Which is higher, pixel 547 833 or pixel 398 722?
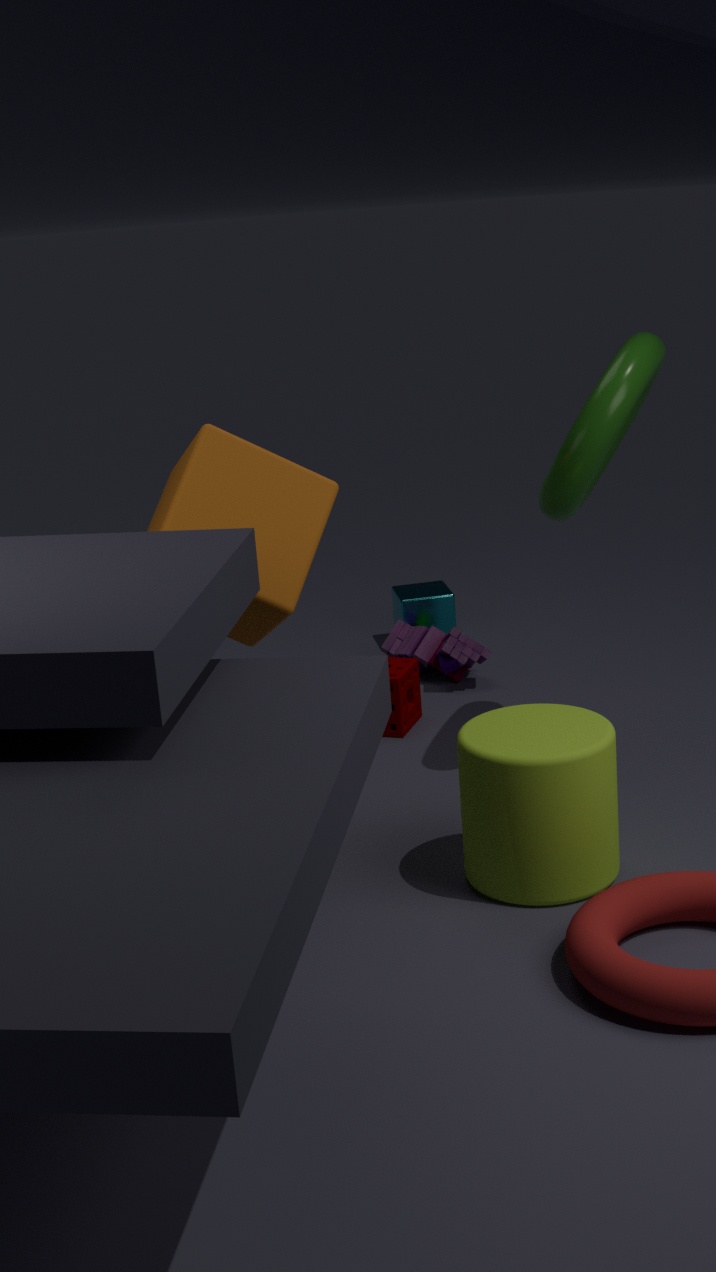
pixel 547 833
